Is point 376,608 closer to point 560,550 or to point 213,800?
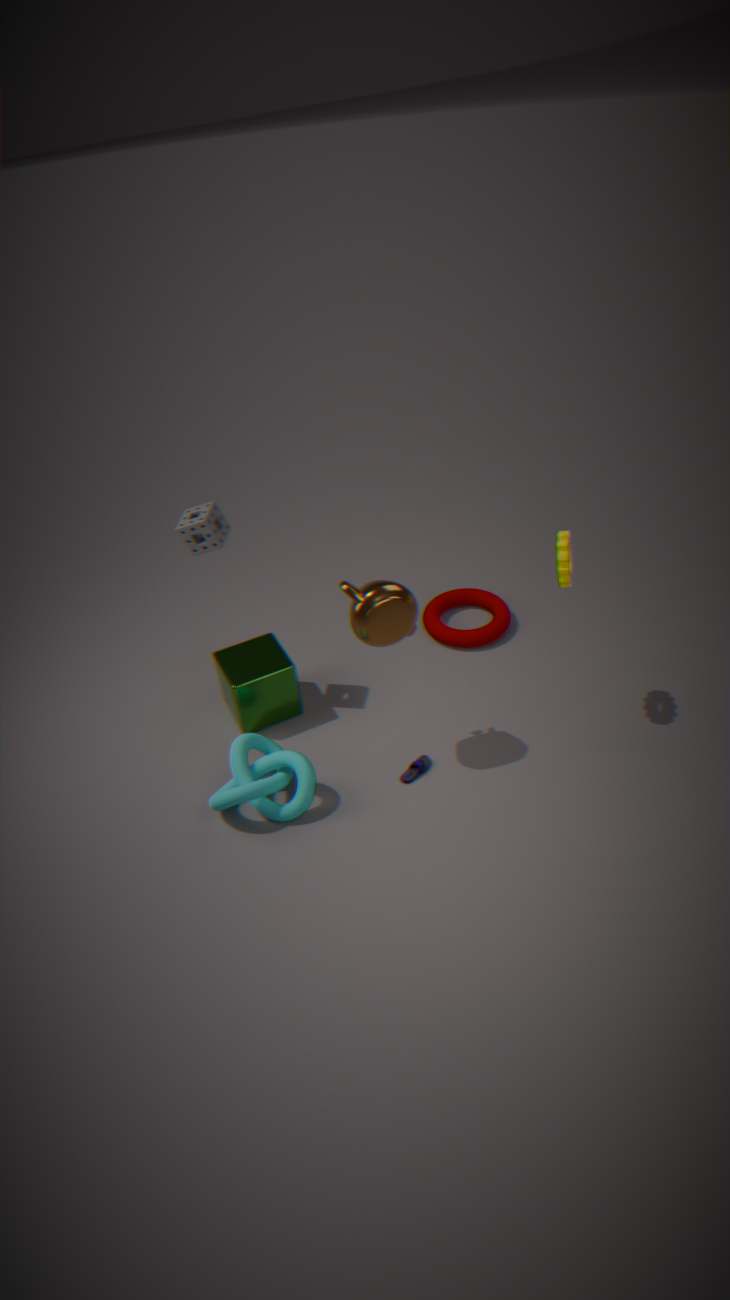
point 560,550
